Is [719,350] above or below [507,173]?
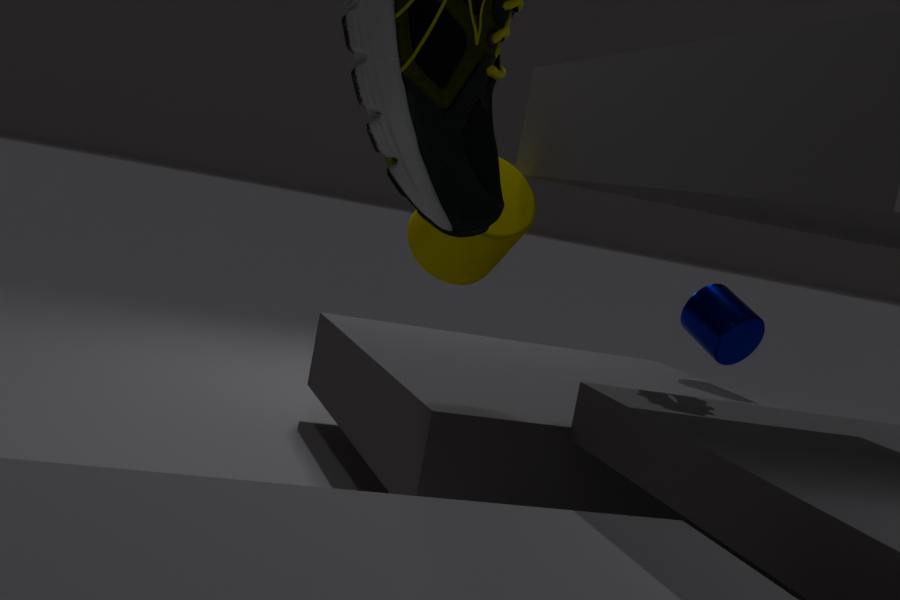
below
